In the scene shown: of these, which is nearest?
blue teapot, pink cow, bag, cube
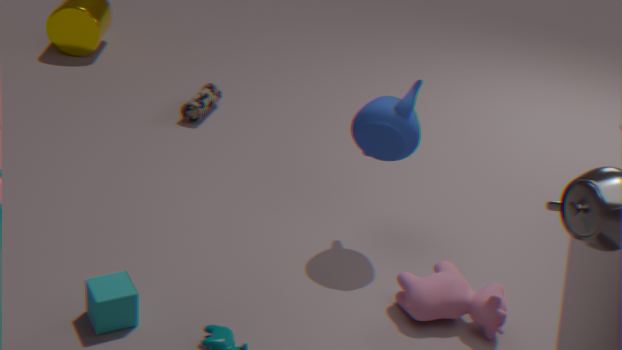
cube
